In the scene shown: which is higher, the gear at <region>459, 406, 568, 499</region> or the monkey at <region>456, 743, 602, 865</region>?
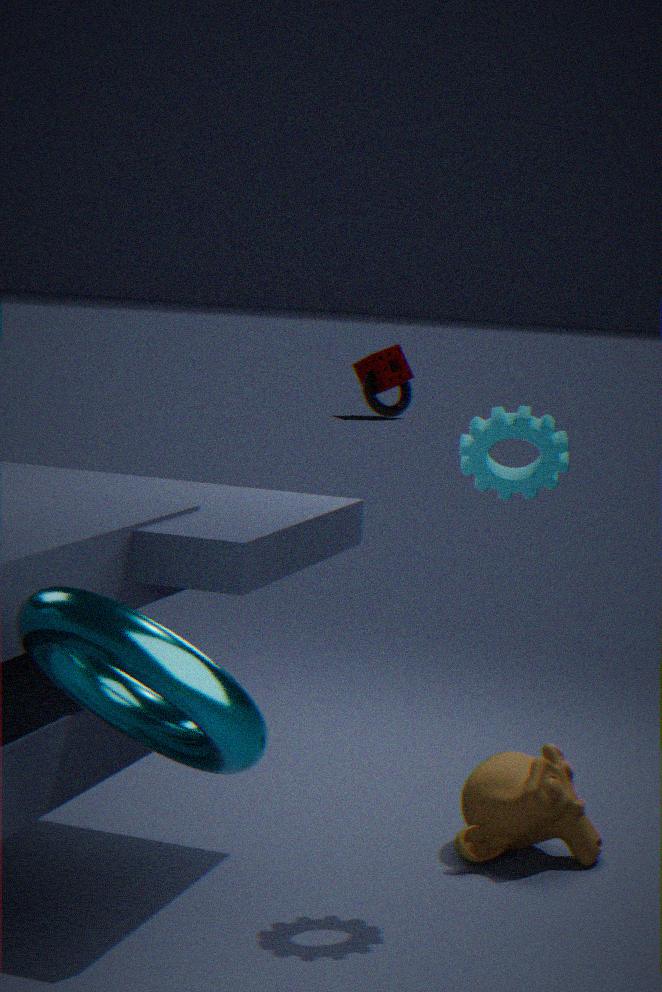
the gear at <region>459, 406, 568, 499</region>
